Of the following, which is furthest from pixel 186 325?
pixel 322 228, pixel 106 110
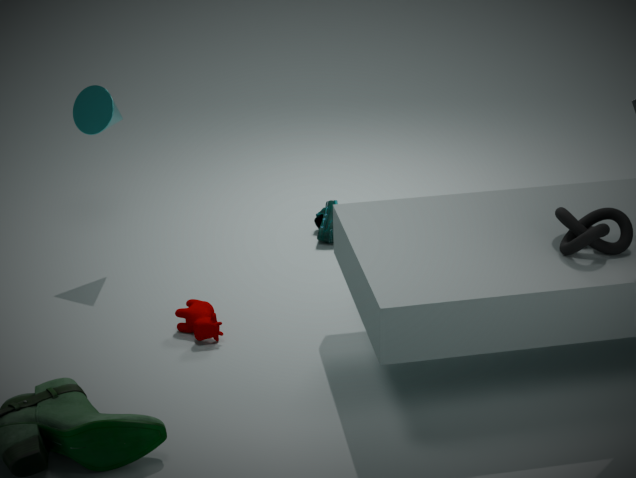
pixel 322 228
